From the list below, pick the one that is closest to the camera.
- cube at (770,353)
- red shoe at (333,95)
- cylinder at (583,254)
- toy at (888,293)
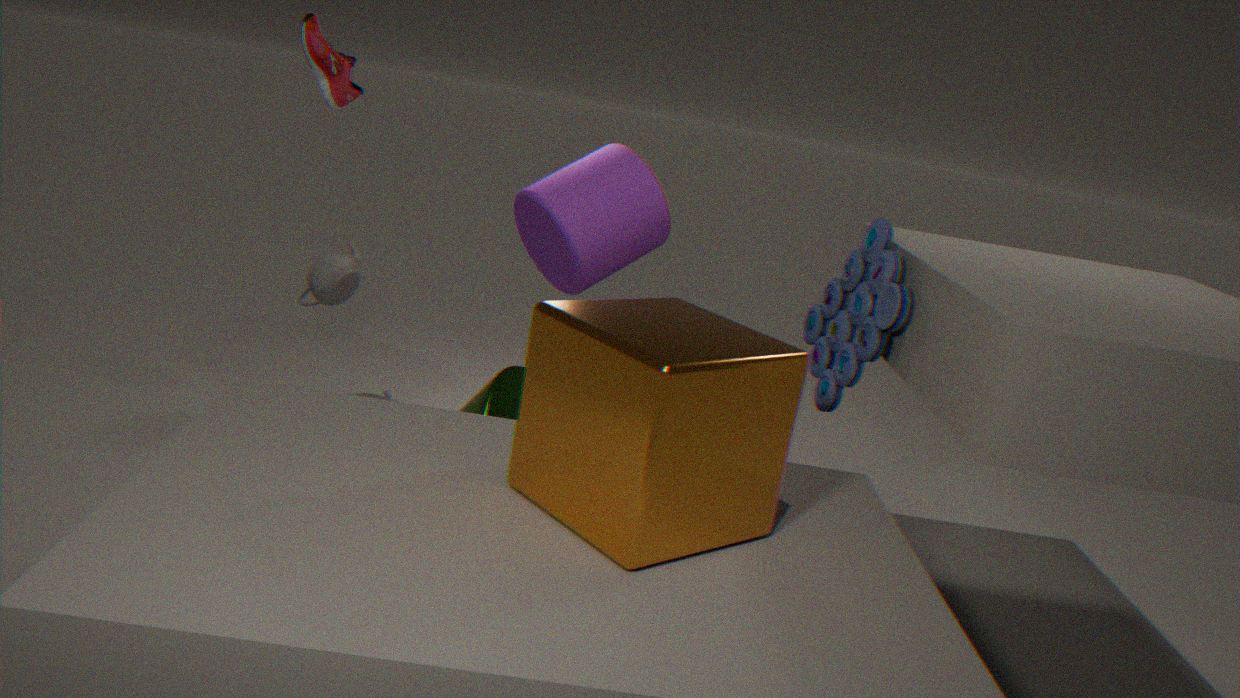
cube at (770,353)
